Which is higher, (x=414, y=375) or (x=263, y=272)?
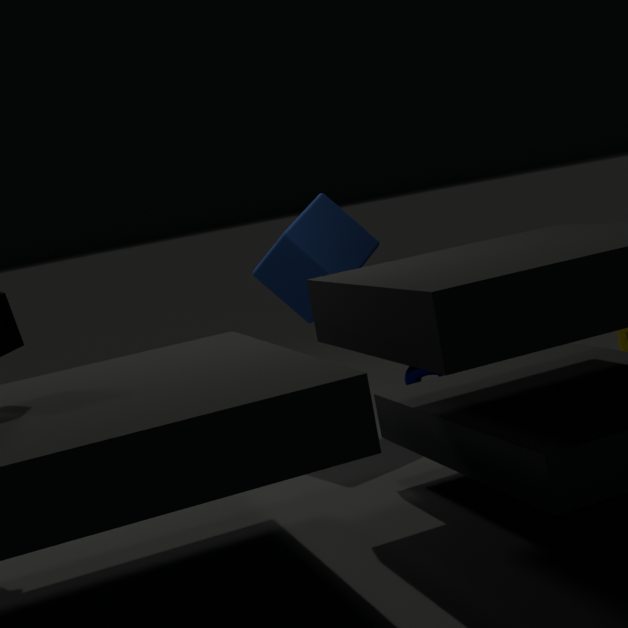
(x=263, y=272)
